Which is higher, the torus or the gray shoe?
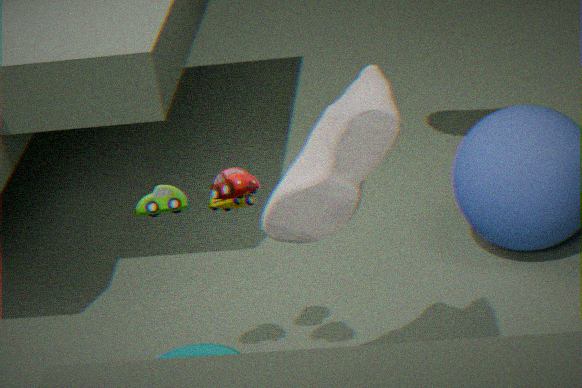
the gray shoe
